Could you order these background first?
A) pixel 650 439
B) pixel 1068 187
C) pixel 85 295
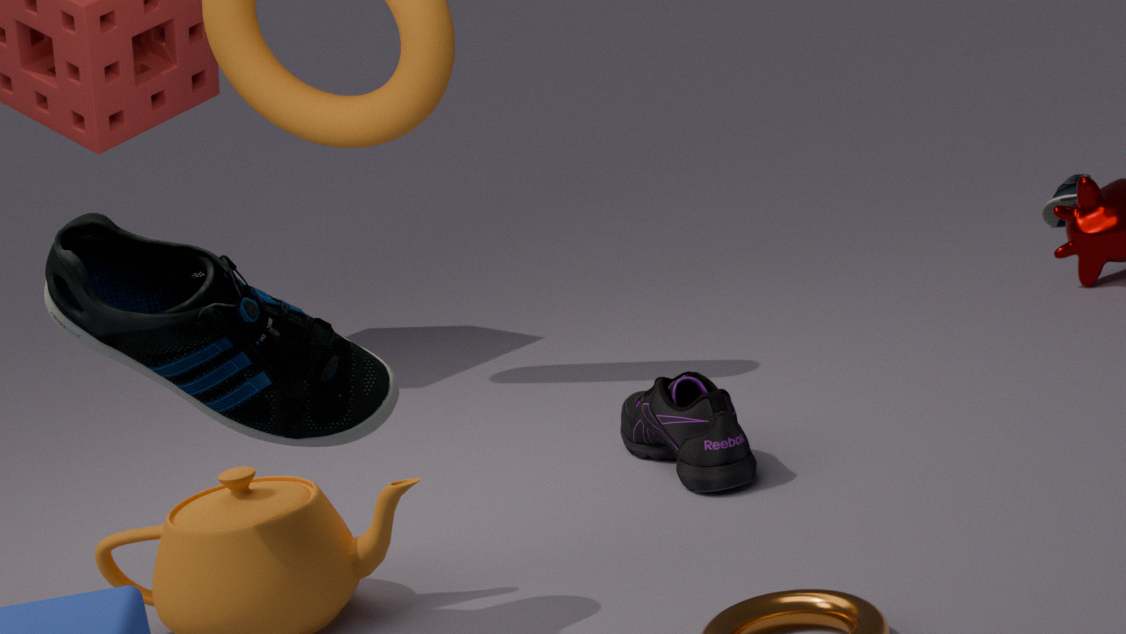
pixel 1068 187, pixel 650 439, pixel 85 295
